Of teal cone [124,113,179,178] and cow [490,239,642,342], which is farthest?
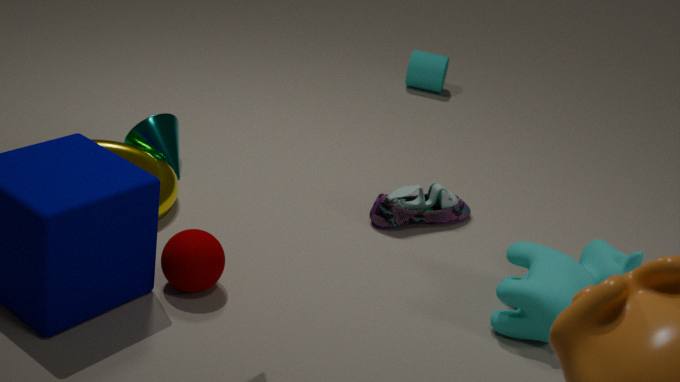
teal cone [124,113,179,178]
